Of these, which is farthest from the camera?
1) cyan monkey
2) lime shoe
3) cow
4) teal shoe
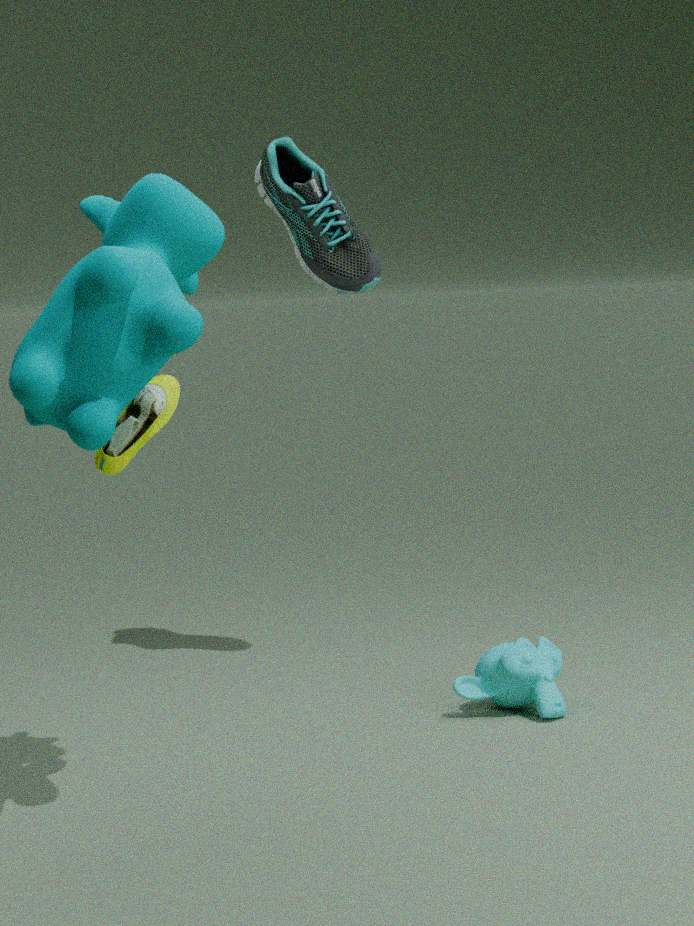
4. teal shoe
